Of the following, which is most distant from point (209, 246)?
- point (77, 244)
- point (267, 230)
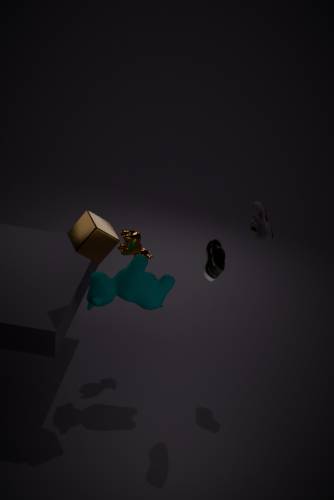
point (77, 244)
